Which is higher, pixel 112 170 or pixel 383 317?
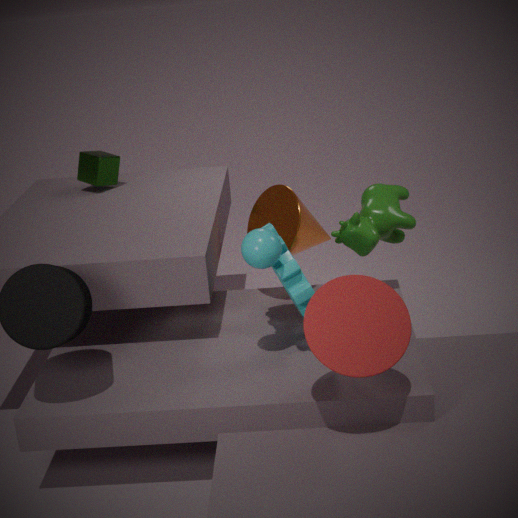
pixel 112 170
